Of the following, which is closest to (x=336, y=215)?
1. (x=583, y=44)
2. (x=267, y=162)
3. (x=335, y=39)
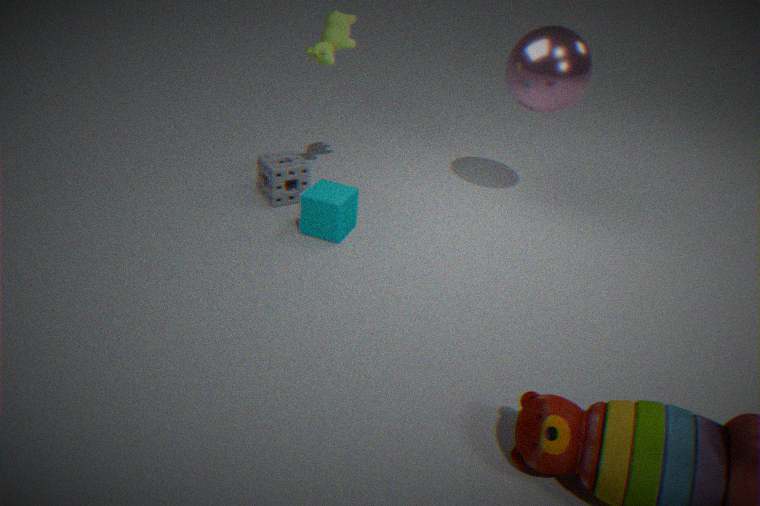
(x=267, y=162)
